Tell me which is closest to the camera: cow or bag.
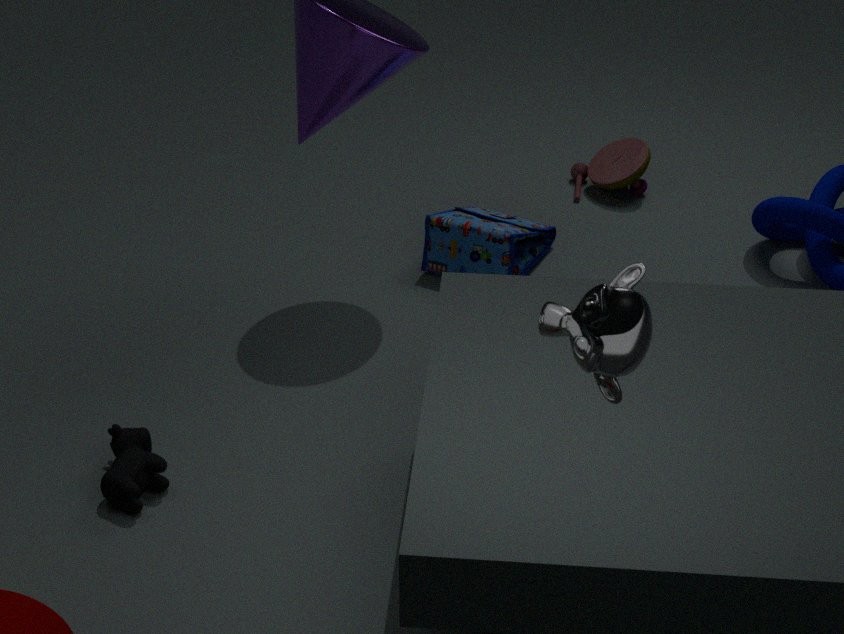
cow
